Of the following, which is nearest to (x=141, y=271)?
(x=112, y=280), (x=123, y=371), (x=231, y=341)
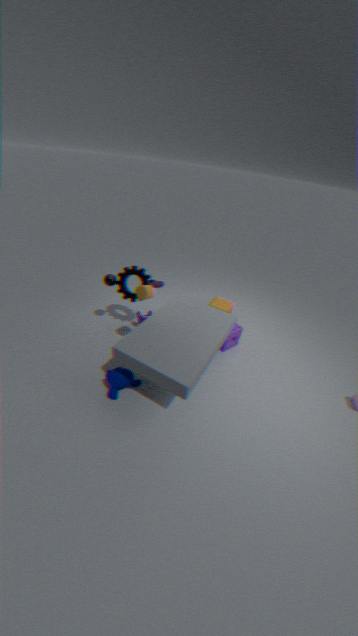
(x=112, y=280)
